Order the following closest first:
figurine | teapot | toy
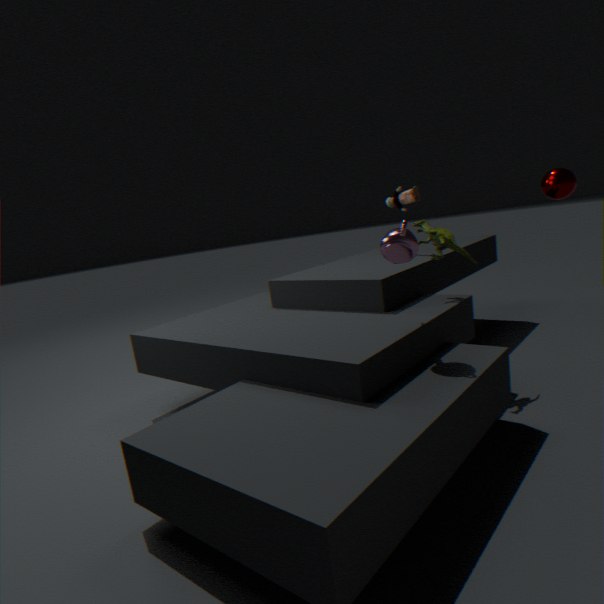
teapot
figurine
toy
